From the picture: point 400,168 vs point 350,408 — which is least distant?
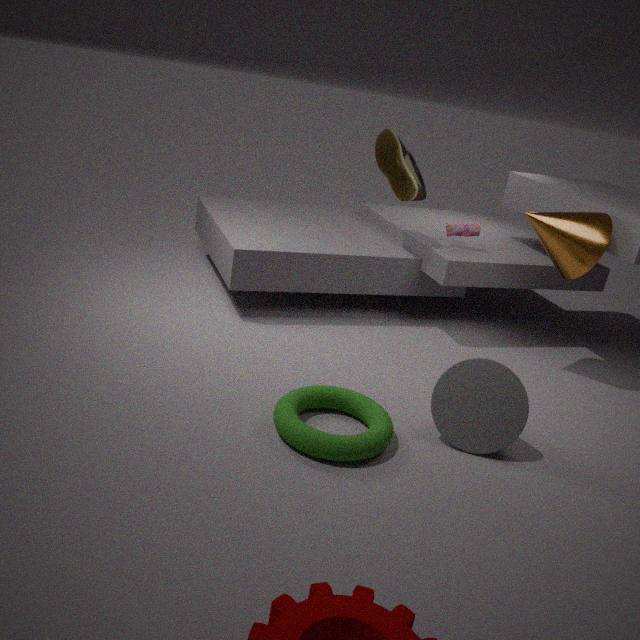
point 350,408
